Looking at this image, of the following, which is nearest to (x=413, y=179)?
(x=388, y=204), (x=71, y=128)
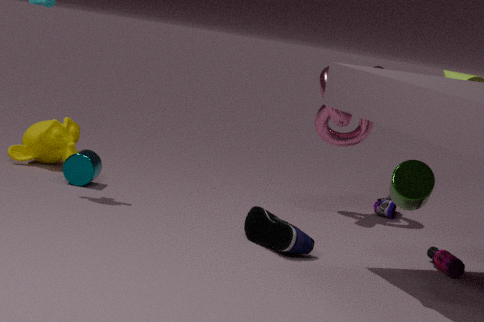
(x=388, y=204)
